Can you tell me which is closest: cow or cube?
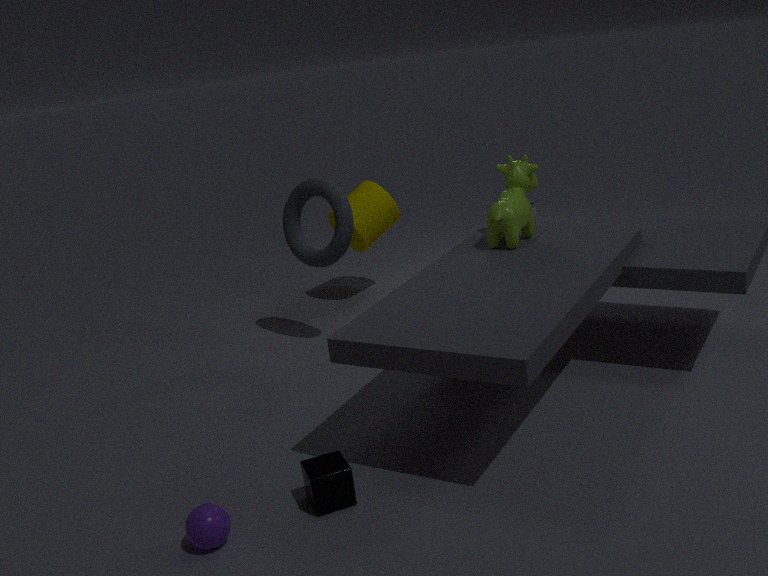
cube
